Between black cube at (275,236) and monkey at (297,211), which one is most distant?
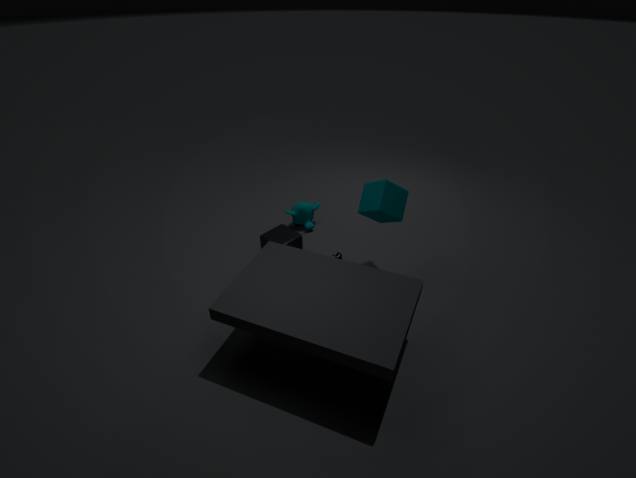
monkey at (297,211)
